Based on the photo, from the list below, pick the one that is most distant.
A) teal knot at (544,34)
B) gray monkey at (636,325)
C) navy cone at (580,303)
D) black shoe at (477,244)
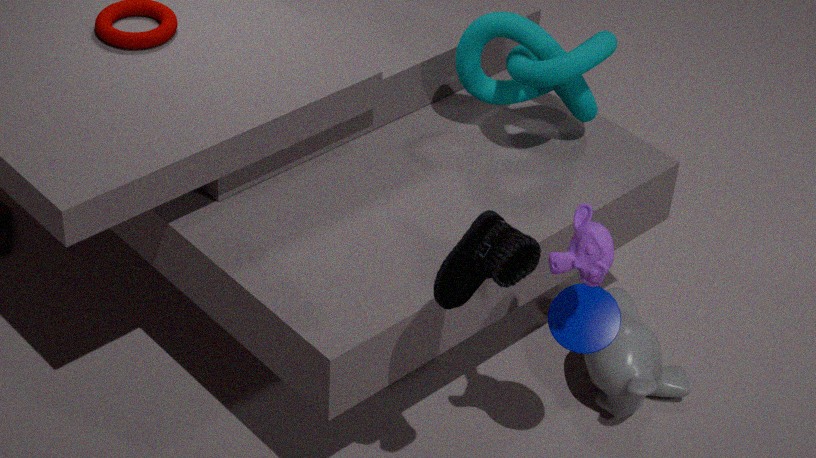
gray monkey at (636,325)
